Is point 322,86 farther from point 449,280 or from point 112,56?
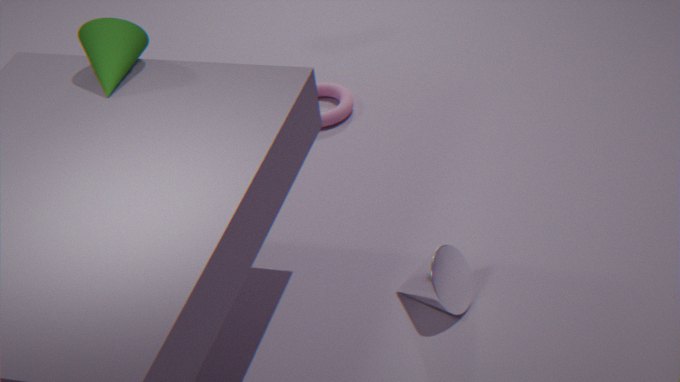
point 449,280
